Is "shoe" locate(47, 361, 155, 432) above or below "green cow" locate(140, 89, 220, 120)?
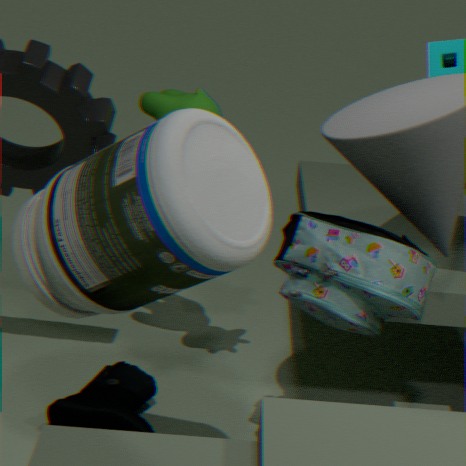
below
